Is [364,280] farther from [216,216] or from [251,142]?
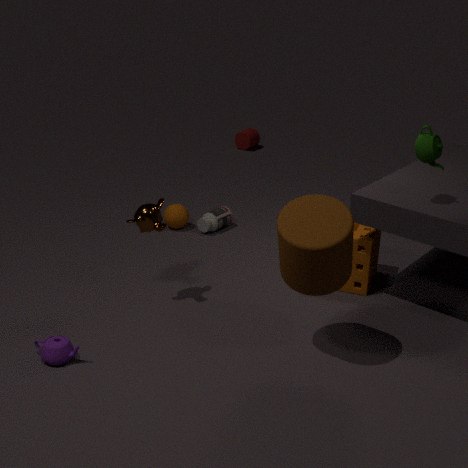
[251,142]
